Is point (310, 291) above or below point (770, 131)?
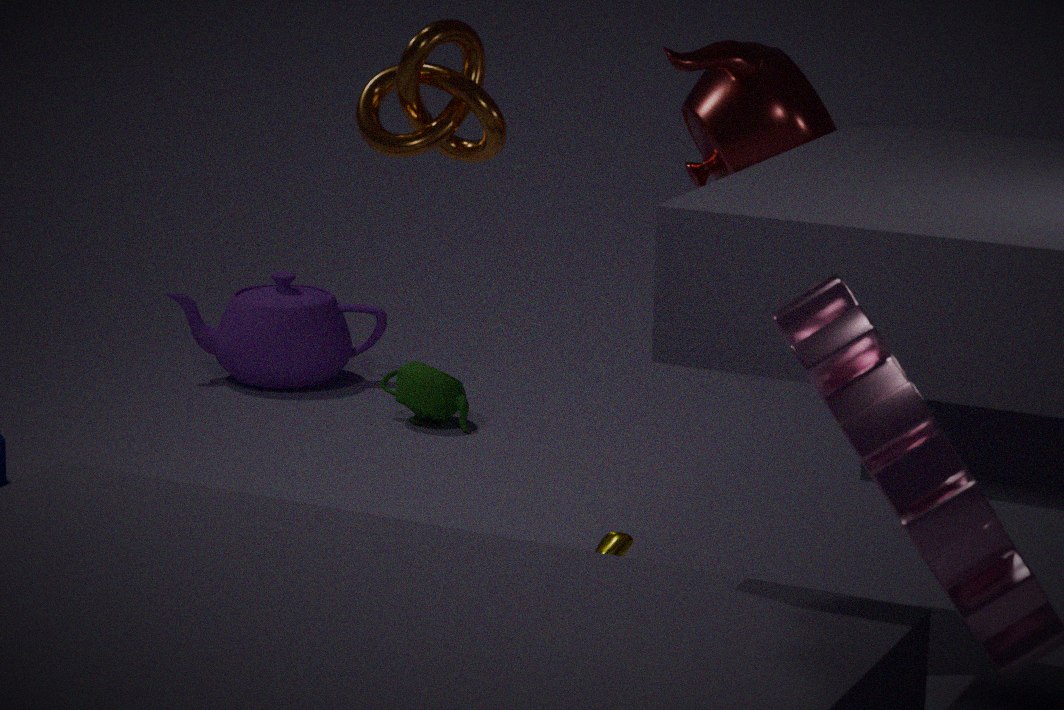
below
